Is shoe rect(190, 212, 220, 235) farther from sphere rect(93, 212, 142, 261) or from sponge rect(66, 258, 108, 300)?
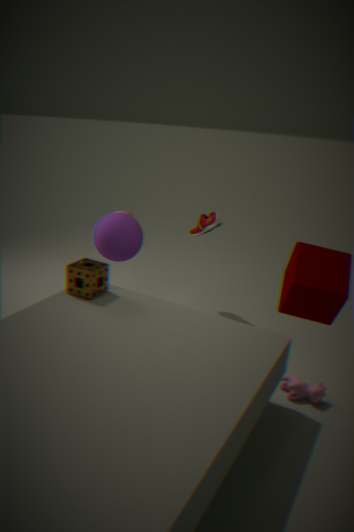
sponge rect(66, 258, 108, 300)
